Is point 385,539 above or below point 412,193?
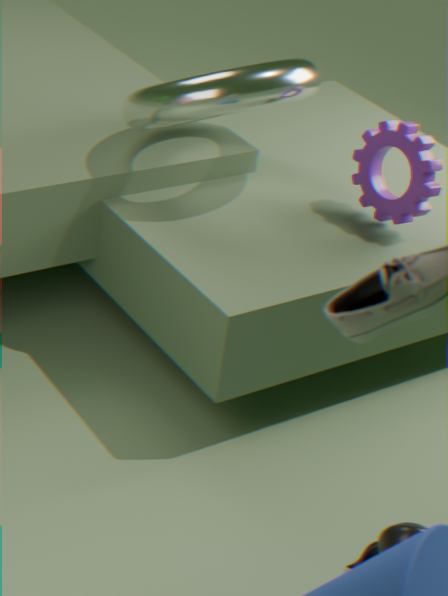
below
